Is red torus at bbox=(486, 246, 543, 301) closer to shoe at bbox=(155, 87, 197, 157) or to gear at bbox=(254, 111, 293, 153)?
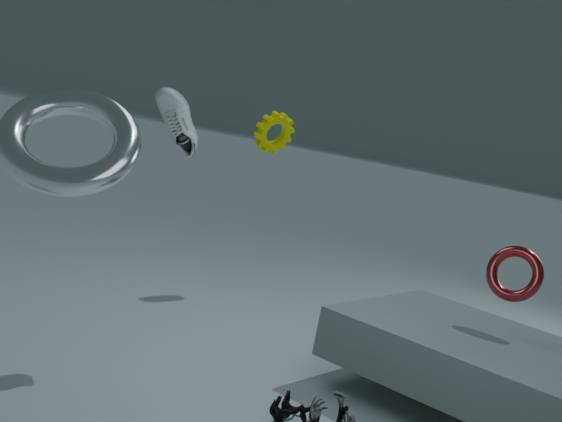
shoe at bbox=(155, 87, 197, 157)
